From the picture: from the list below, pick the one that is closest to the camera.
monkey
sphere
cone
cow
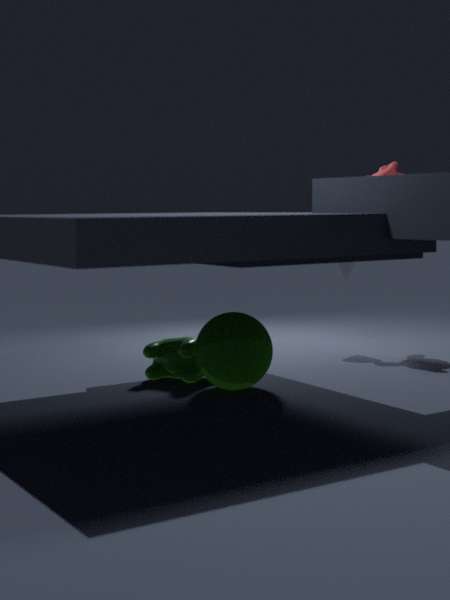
sphere
